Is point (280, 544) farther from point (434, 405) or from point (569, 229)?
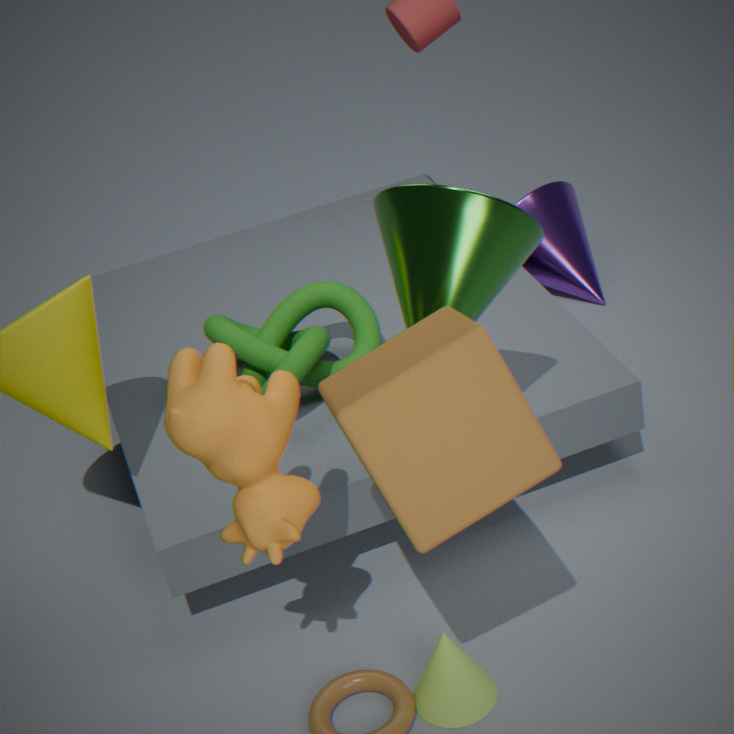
point (569, 229)
